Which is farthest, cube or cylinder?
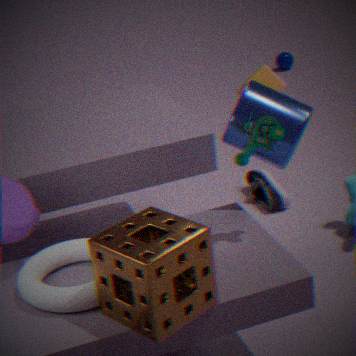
cube
